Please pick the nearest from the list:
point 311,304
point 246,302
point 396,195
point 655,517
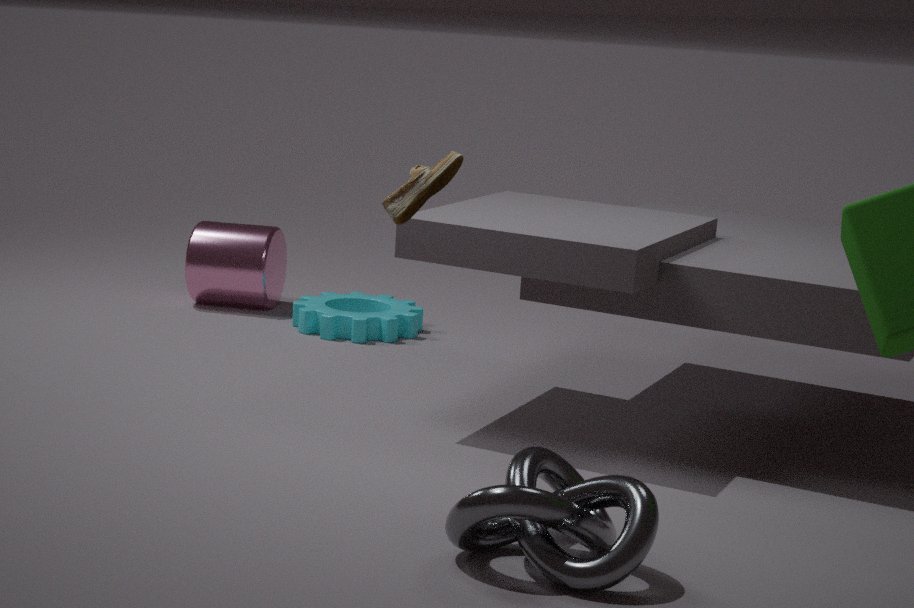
point 655,517
